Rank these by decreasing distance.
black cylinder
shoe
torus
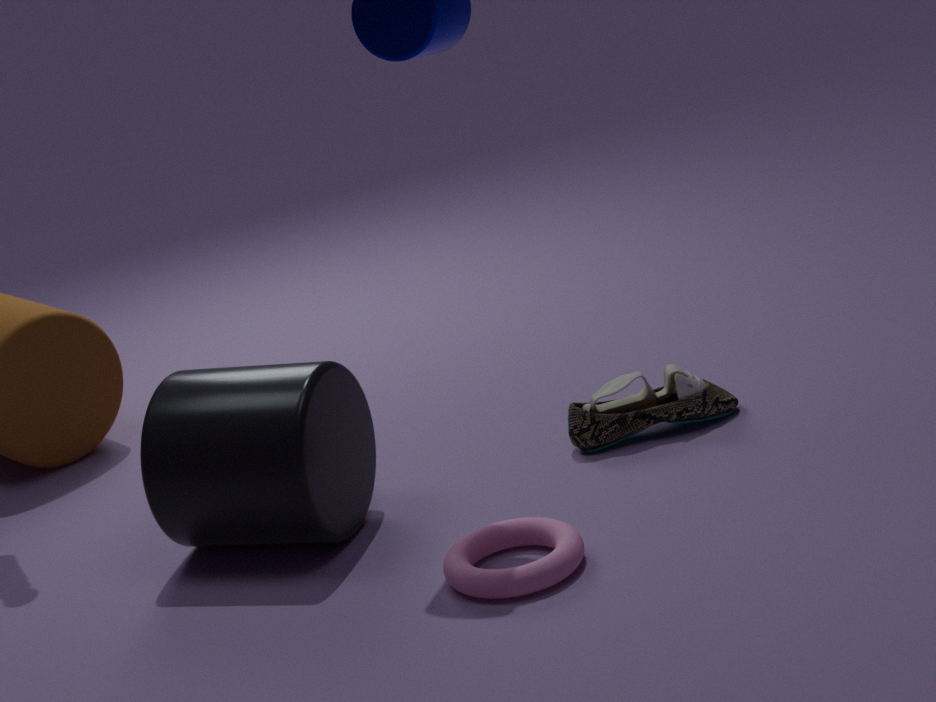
shoe, black cylinder, torus
